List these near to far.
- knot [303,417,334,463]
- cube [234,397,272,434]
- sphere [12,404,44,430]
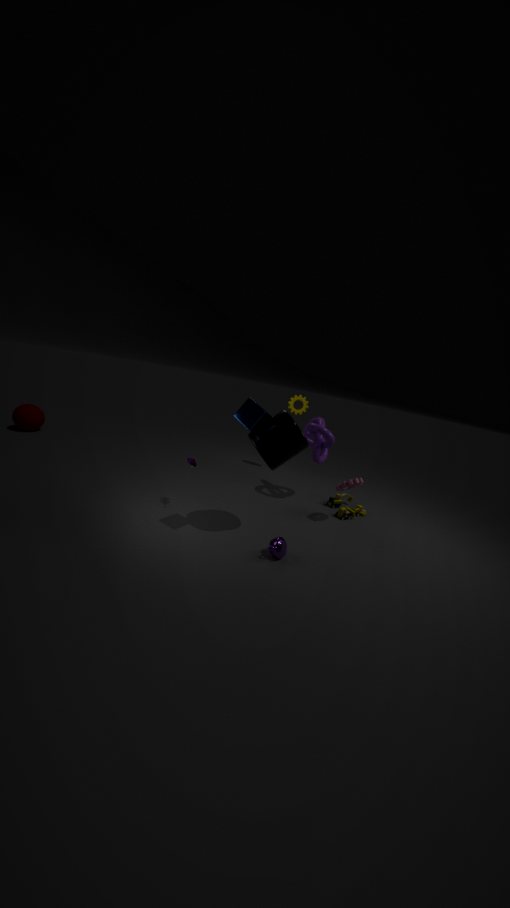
cube [234,397,272,434] → knot [303,417,334,463] → sphere [12,404,44,430]
